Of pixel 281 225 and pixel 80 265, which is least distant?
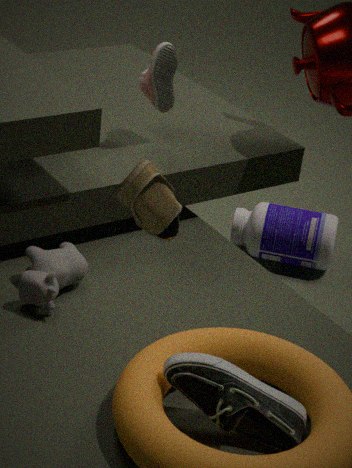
pixel 80 265
